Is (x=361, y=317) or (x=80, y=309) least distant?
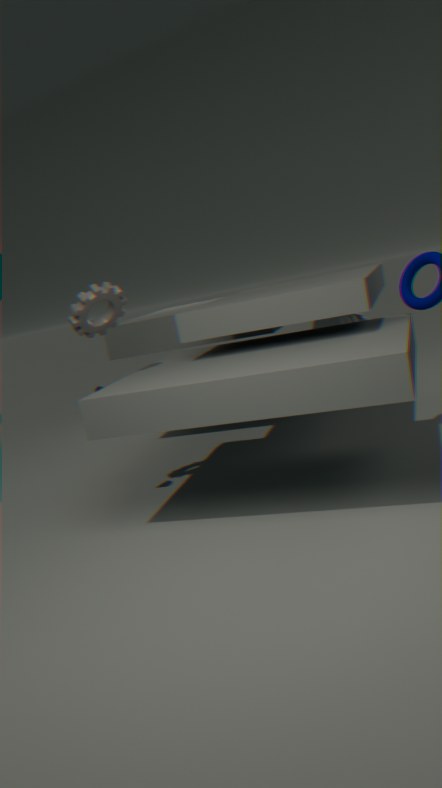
(x=80, y=309)
